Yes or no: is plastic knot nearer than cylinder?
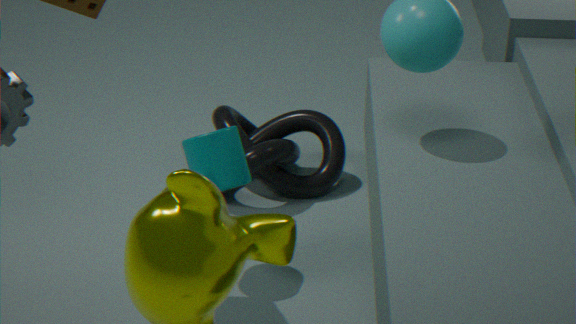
No
